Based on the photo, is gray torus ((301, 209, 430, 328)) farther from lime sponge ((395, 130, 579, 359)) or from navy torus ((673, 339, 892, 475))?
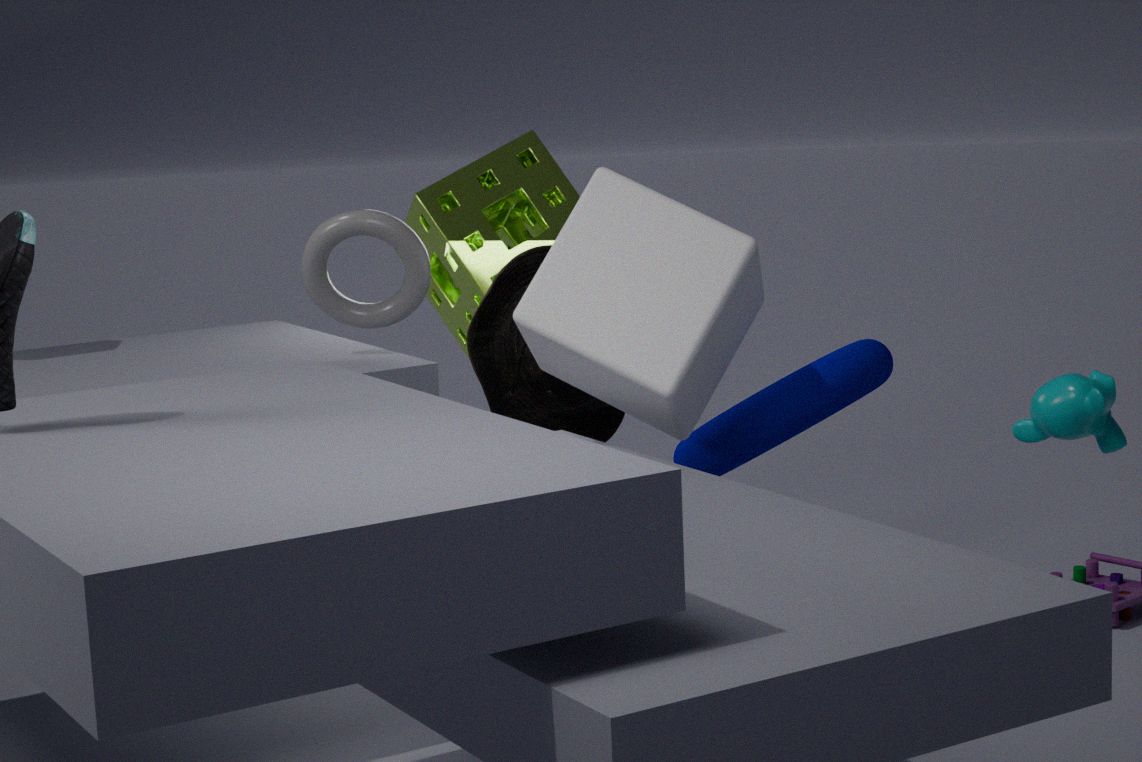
navy torus ((673, 339, 892, 475))
